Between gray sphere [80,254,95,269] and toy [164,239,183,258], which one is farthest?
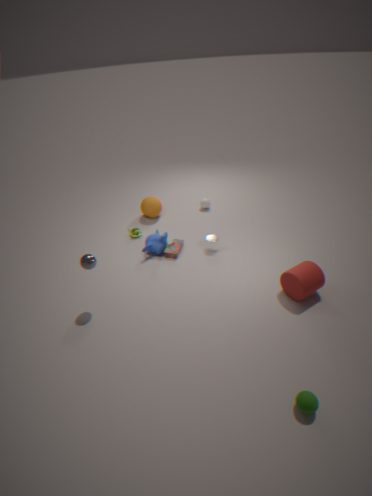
toy [164,239,183,258]
